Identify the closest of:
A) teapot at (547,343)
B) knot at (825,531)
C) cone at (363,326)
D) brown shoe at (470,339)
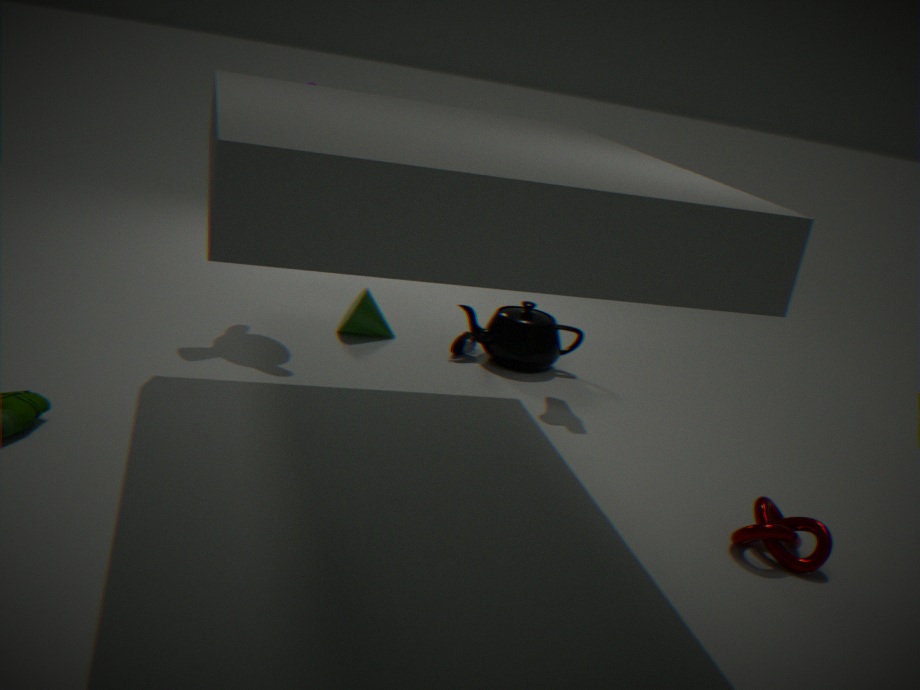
knot at (825,531)
